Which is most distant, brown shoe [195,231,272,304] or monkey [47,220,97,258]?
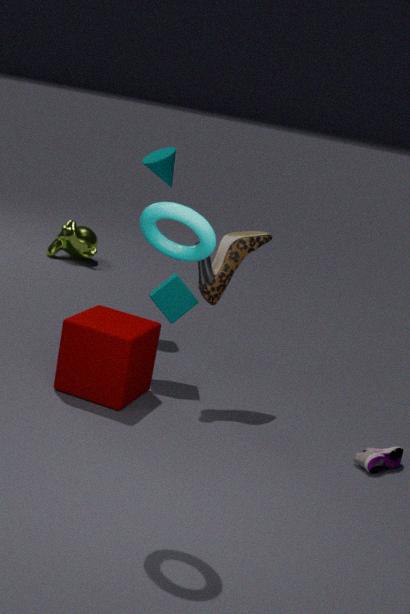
monkey [47,220,97,258]
